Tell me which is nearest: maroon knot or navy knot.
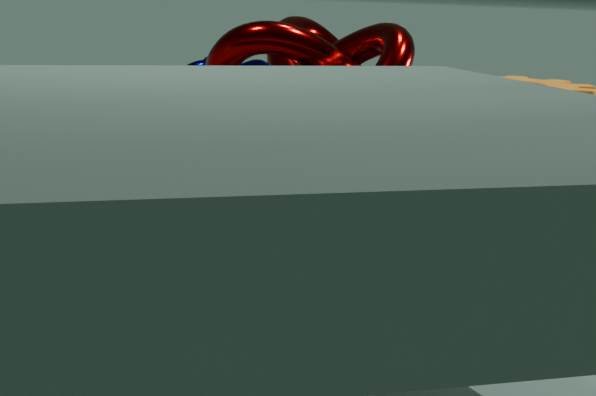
maroon knot
